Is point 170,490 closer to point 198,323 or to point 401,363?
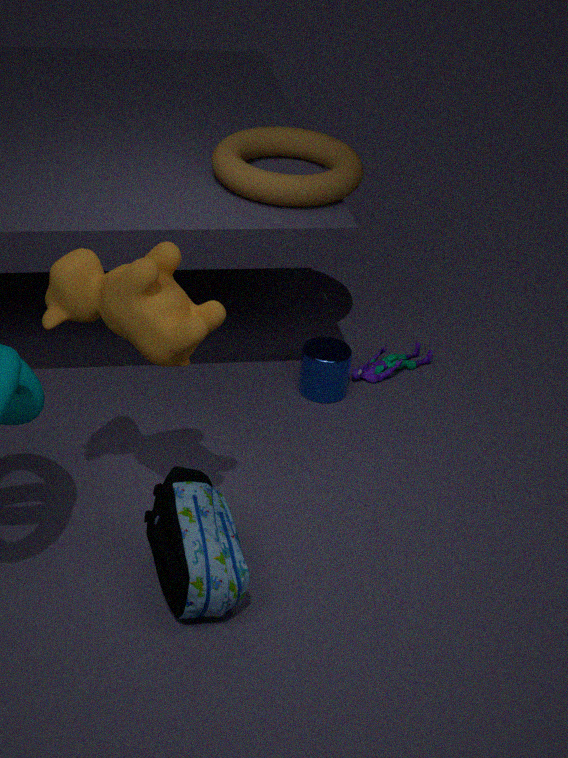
point 198,323
